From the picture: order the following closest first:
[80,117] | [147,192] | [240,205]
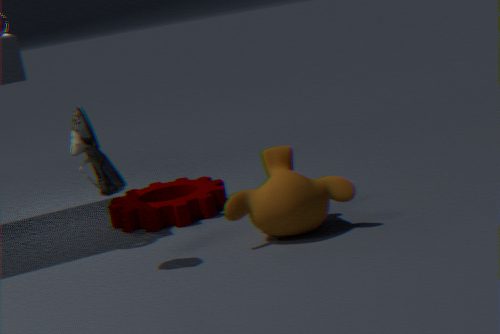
[80,117], [240,205], [147,192]
